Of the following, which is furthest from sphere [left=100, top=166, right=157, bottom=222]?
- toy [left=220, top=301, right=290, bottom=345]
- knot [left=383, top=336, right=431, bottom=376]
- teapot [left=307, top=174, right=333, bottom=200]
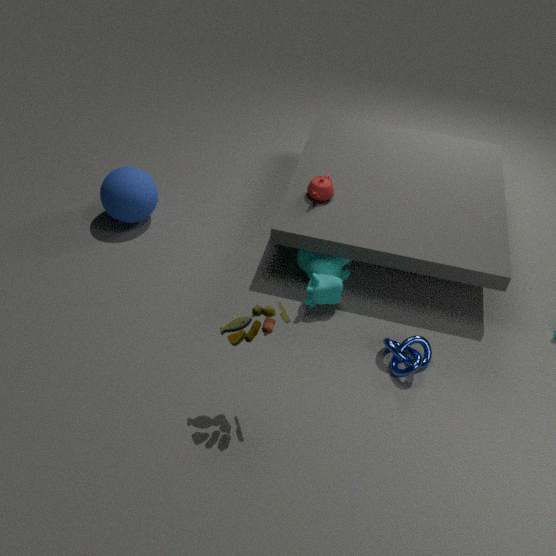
knot [left=383, top=336, right=431, bottom=376]
